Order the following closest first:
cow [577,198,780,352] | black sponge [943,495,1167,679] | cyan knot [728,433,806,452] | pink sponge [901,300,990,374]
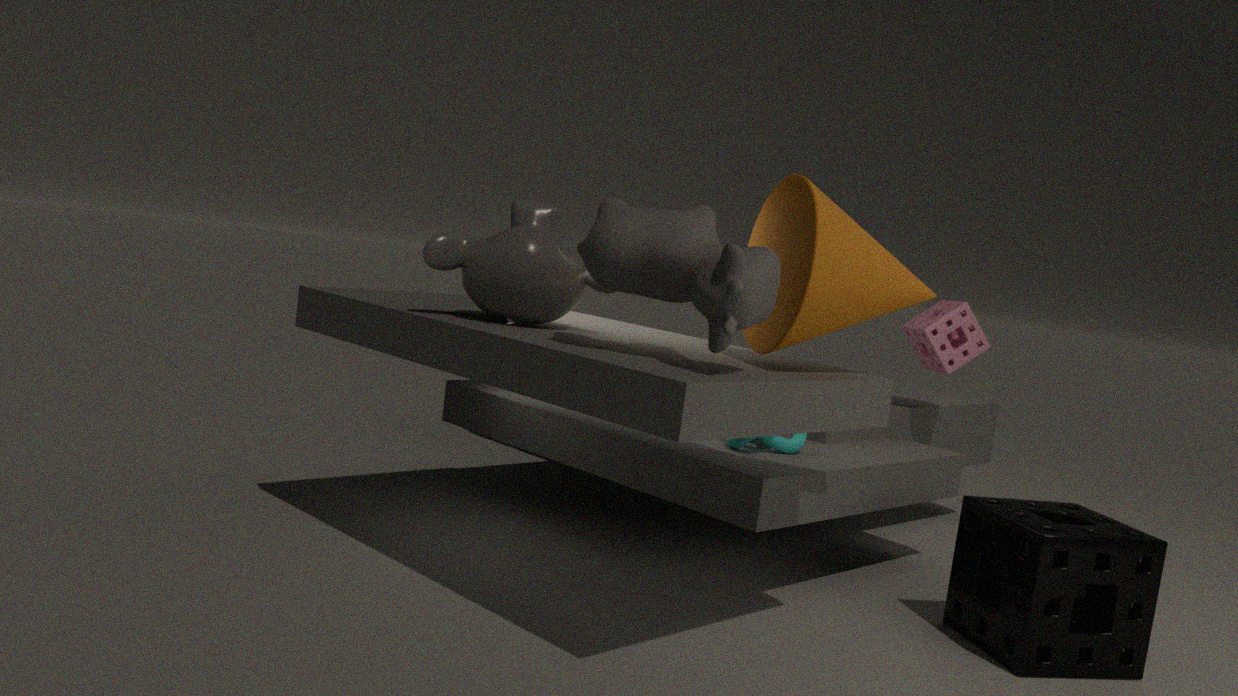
cow [577,198,780,352]
black sponge [943,495,1167,679]
cyan knot [728,433,806,452]
pink sponge [901,300,990,374]
